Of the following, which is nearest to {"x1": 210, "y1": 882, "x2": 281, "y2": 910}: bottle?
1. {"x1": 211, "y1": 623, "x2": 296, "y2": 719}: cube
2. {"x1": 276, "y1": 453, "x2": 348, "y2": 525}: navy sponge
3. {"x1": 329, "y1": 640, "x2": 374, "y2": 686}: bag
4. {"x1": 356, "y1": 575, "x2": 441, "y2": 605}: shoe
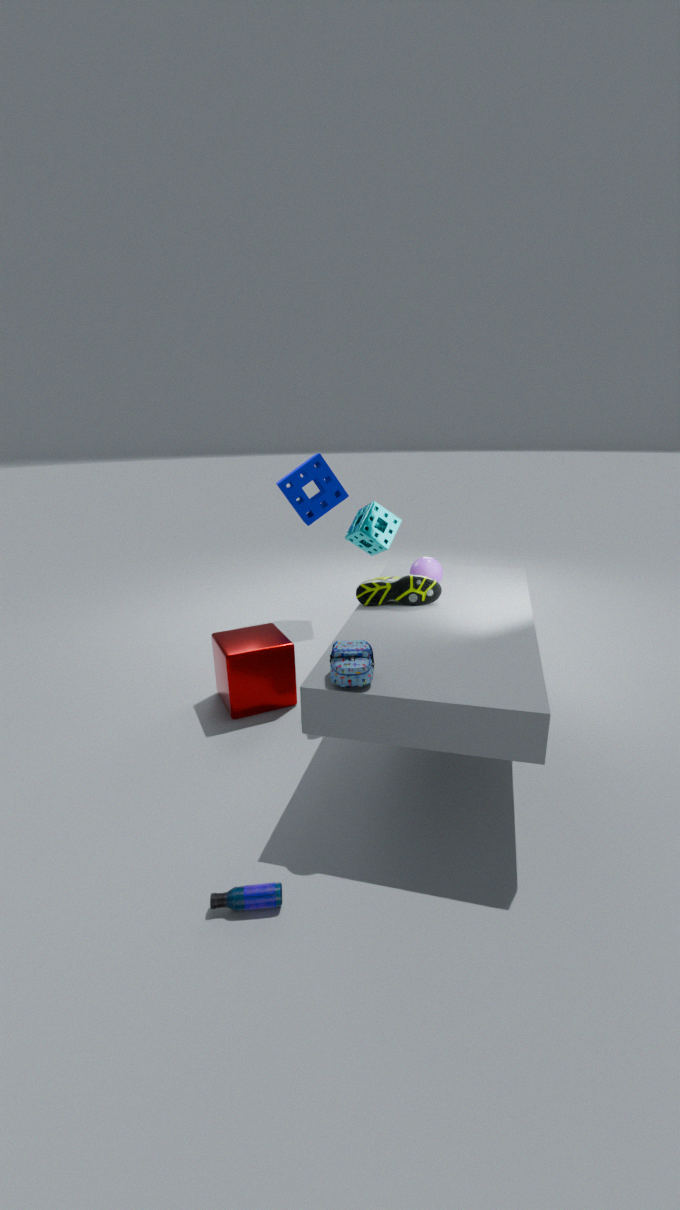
{"x1": 329, "y1": 640, "x2": 374, "y2": 686}: bag
